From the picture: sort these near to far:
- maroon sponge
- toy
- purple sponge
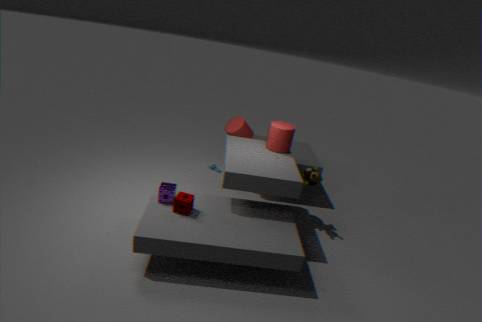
A: maroon sponge, purple sponge, toy
